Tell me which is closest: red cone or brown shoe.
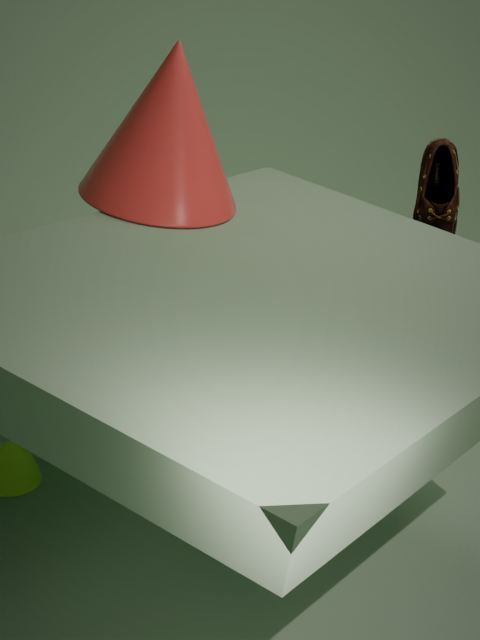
red cone
